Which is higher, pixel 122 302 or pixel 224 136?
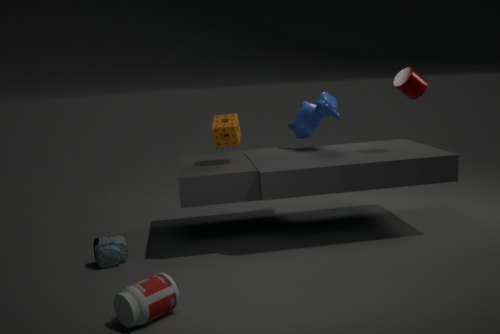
pixel 224 136
